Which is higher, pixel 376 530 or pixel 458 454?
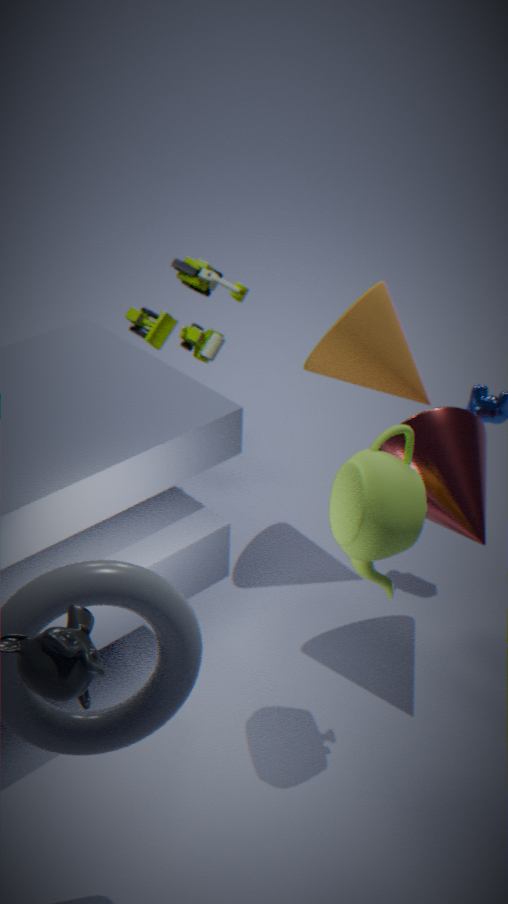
pixel 376 530
